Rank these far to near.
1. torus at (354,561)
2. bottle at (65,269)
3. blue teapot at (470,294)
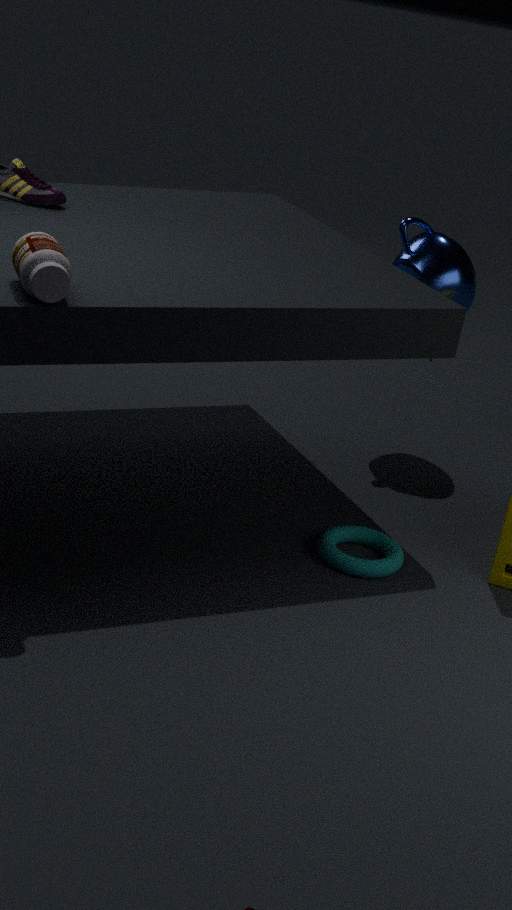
Result: 1. blue teapot at (470,294)
2. torus at (354,561)
3. bottle at (65,269)
